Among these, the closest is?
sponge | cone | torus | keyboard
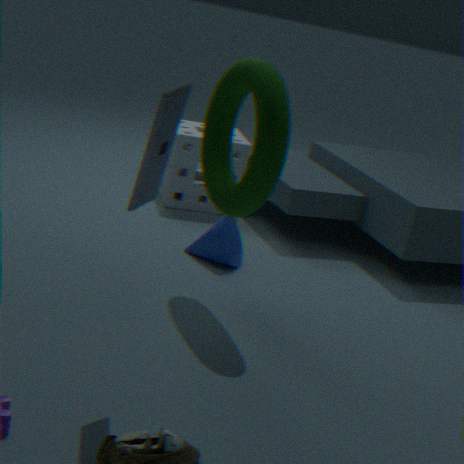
keyboard
